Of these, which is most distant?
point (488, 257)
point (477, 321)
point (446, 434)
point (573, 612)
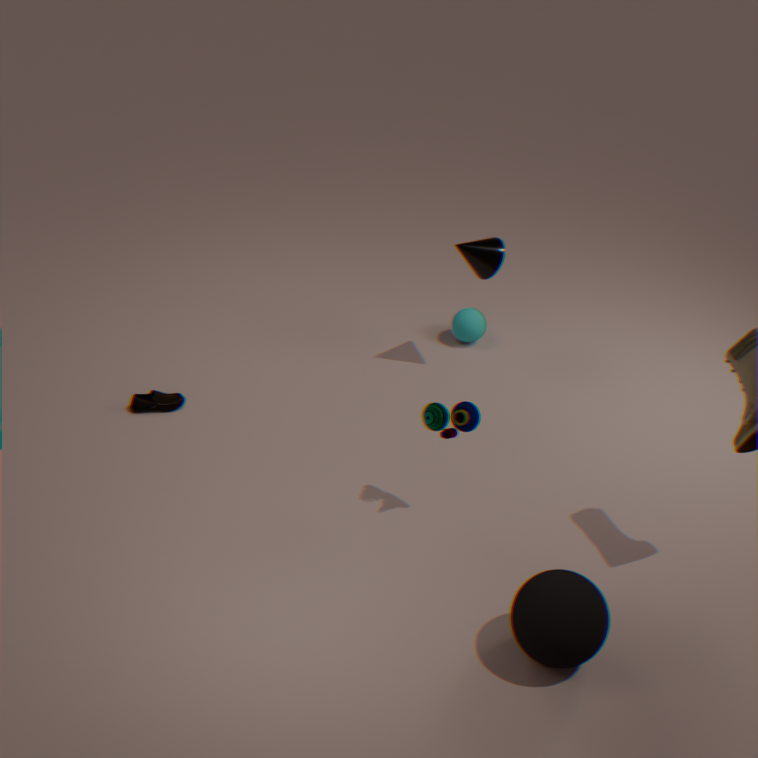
point (477, 321)
